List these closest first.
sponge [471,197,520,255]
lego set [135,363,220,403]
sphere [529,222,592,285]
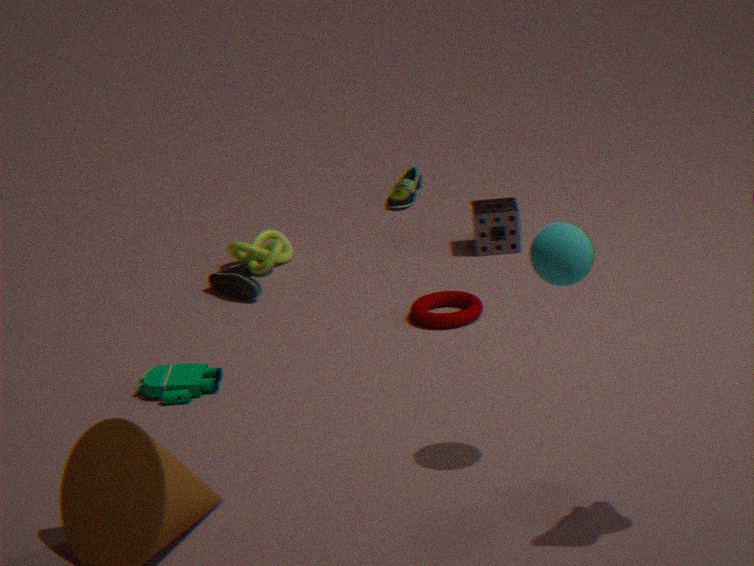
sphere [529,222,592,285]
lego set [135,363,220,403]
sponge [471,197,520,255]
